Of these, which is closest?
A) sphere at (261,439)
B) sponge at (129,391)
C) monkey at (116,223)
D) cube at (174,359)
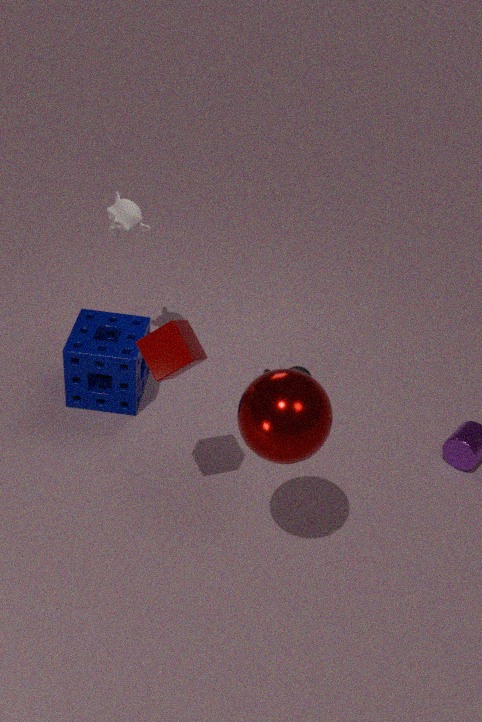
sphere at (261,439)
